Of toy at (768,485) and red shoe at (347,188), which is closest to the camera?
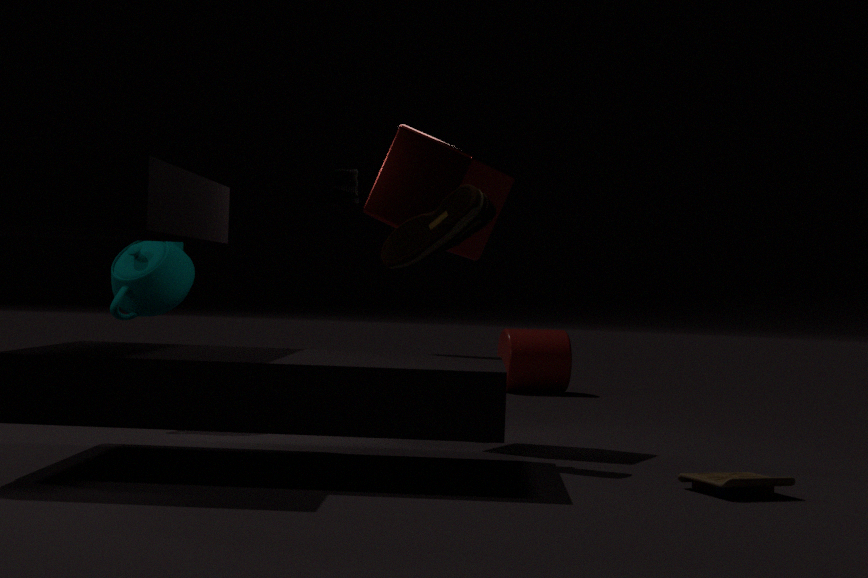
toy at (768,485)
